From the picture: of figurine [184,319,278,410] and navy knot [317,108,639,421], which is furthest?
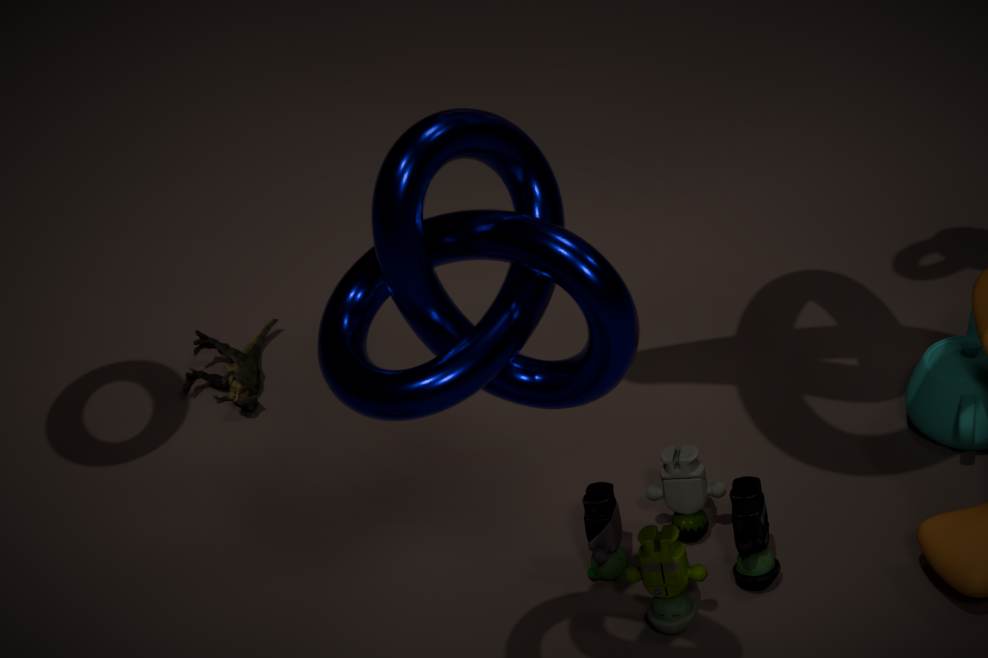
figurine [184,319,278,410]
